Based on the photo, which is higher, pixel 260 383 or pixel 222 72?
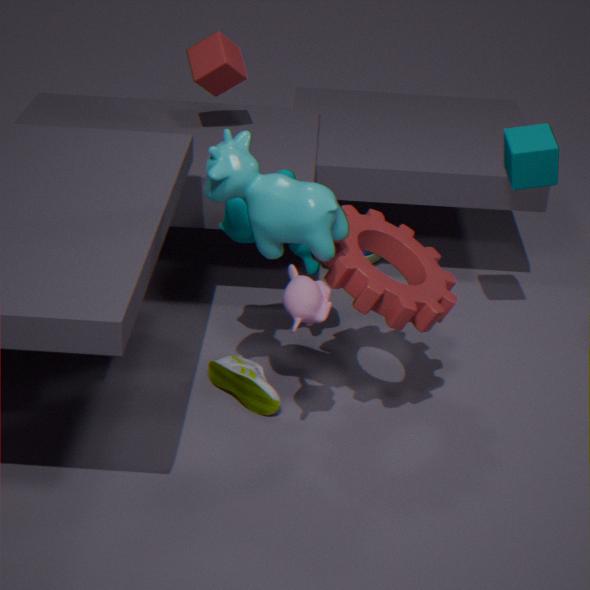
pixel 222 72
